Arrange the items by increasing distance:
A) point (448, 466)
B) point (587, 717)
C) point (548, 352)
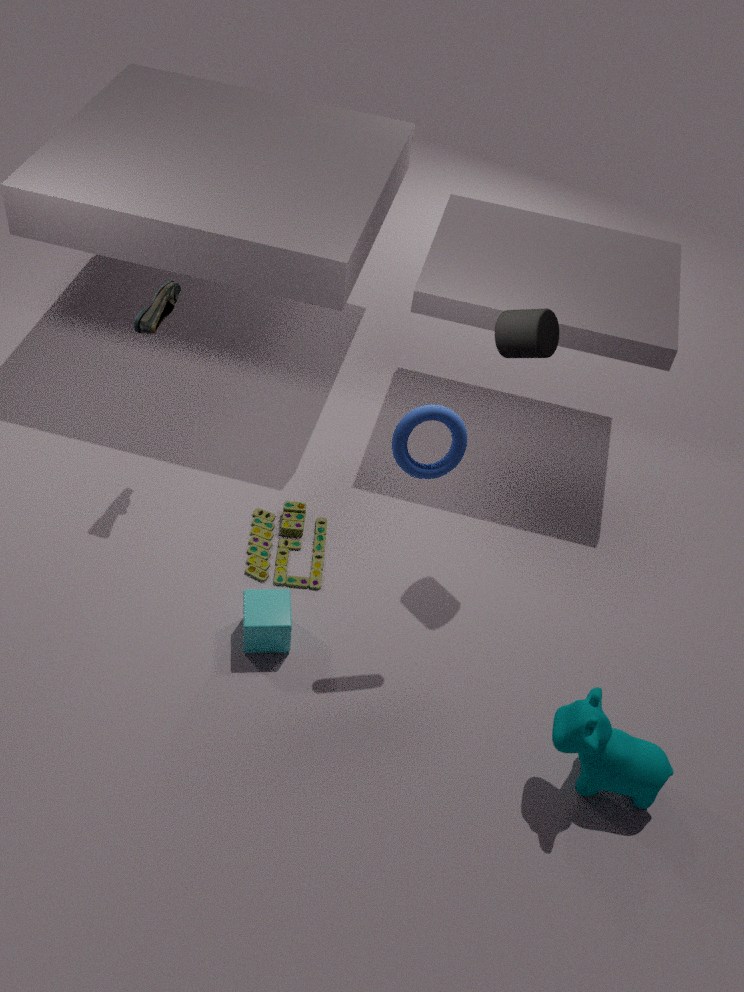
point (587, 717) → point (448, 466) → point (548, 352)
